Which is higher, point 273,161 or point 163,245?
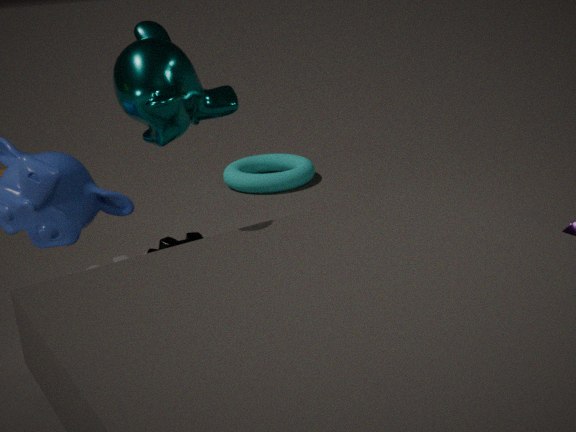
point 163,245
